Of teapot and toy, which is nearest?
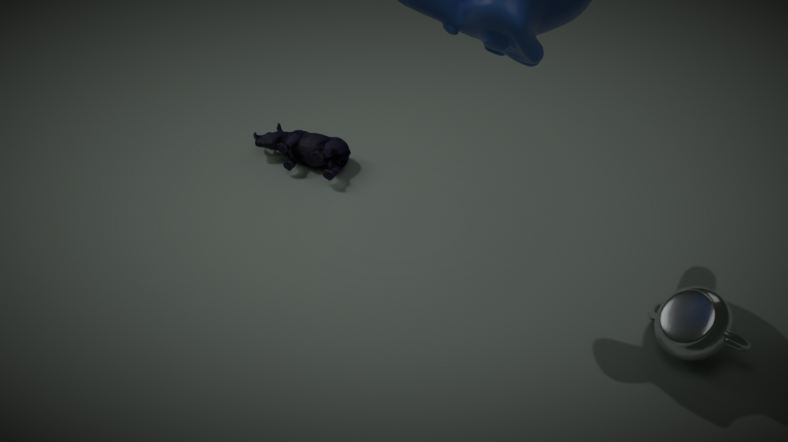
teapot
